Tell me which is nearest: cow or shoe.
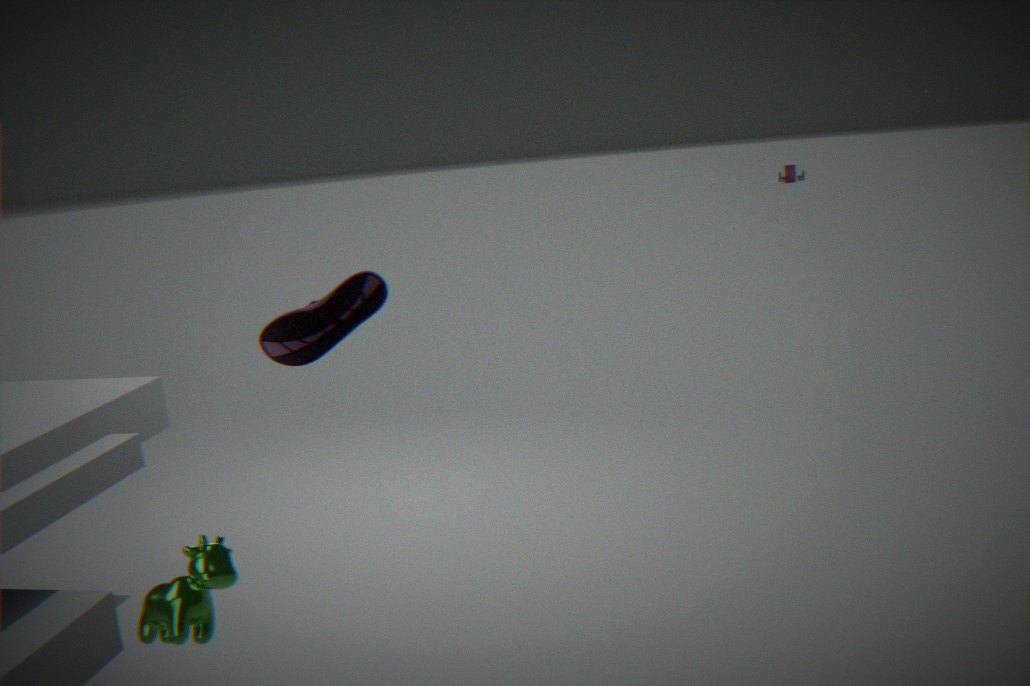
cow
